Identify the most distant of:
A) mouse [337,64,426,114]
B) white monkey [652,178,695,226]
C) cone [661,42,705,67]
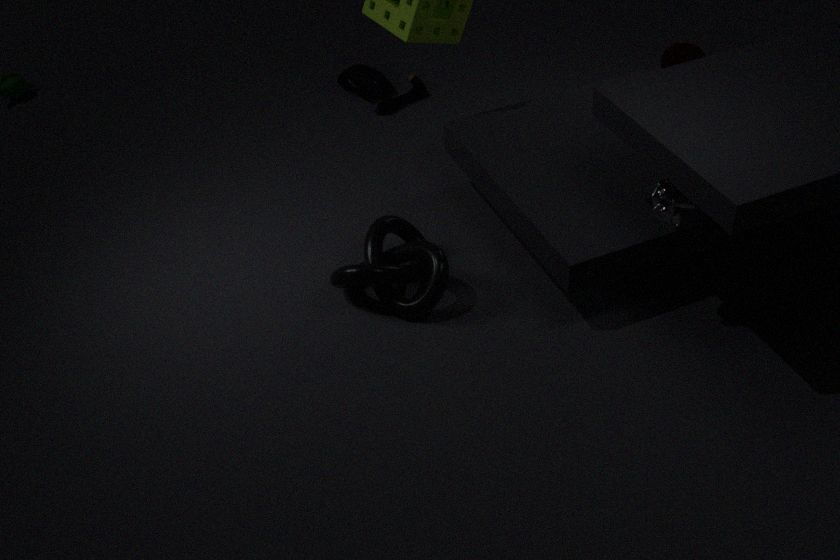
mouse [337,64,426,114]
